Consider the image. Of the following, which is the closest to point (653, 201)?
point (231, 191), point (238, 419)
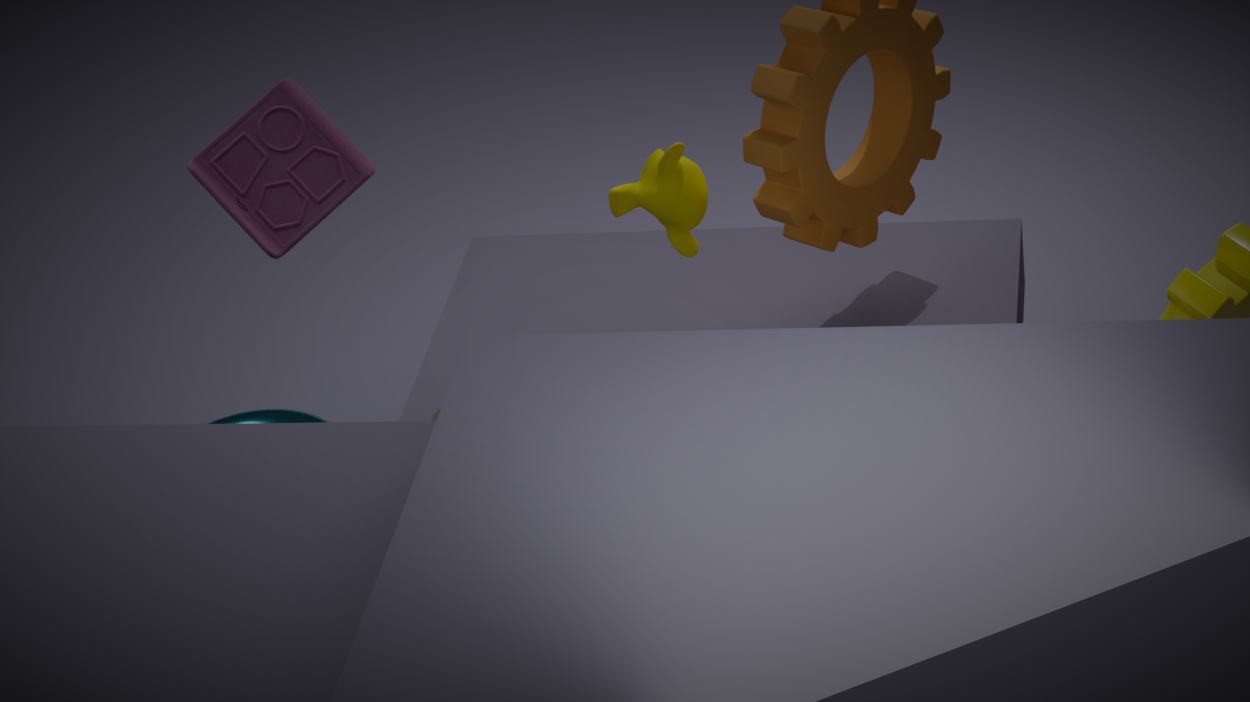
point (231, 191)
